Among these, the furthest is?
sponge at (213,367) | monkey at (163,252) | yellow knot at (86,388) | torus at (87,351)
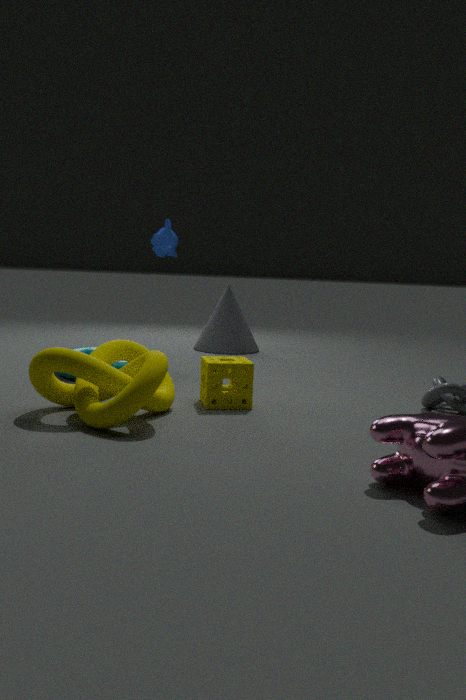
monkey at (163,252)
